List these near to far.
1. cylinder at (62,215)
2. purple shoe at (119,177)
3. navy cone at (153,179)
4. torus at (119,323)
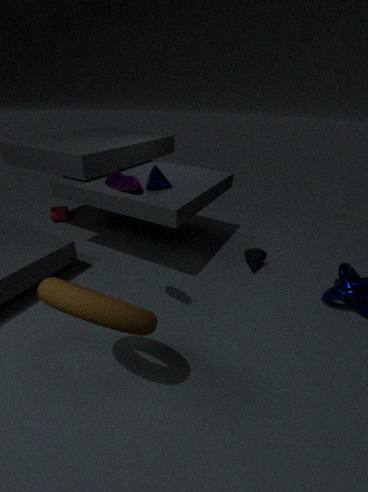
torus at (119,323)
purple shoe at (119,177)
navy cone at (153,179)
cylinder at (62,215)
